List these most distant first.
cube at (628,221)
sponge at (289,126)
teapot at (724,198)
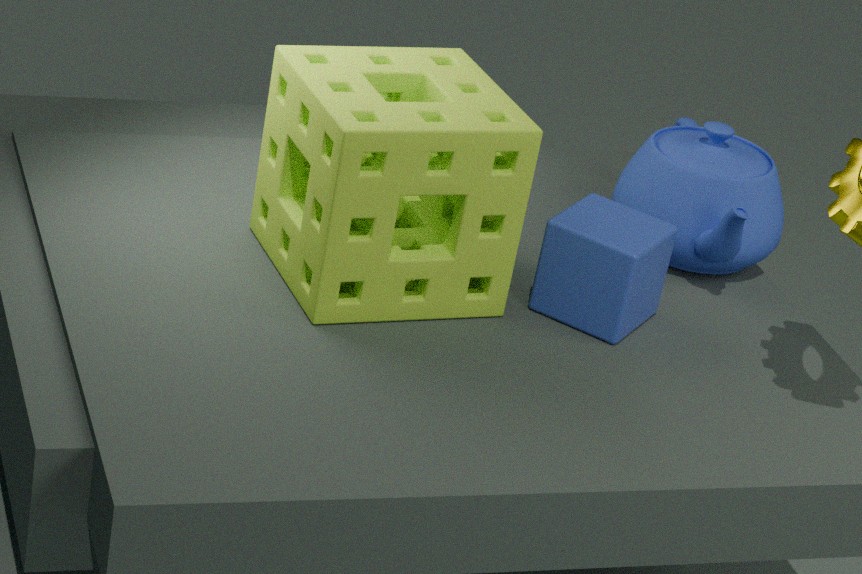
teapot at (724,198), cube at (628,221), sponge at (289,126)
